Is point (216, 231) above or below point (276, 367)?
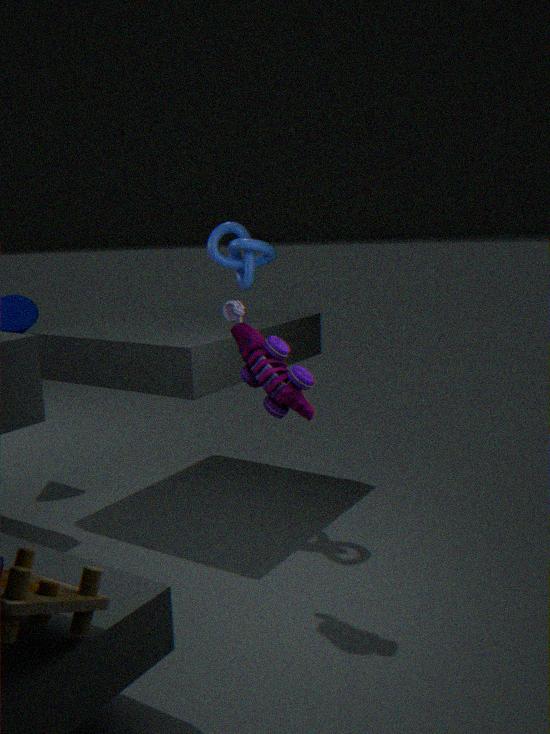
above
